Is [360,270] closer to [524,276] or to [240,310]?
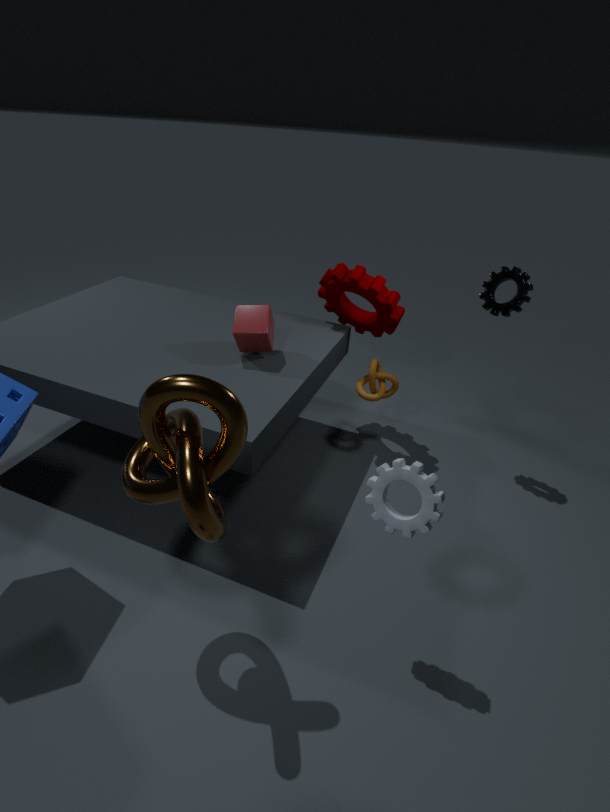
[240,310]
